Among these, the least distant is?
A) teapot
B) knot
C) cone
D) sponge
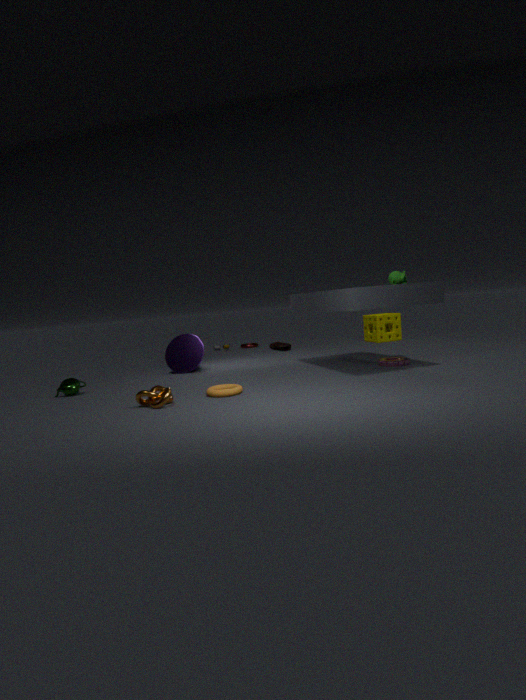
knot
